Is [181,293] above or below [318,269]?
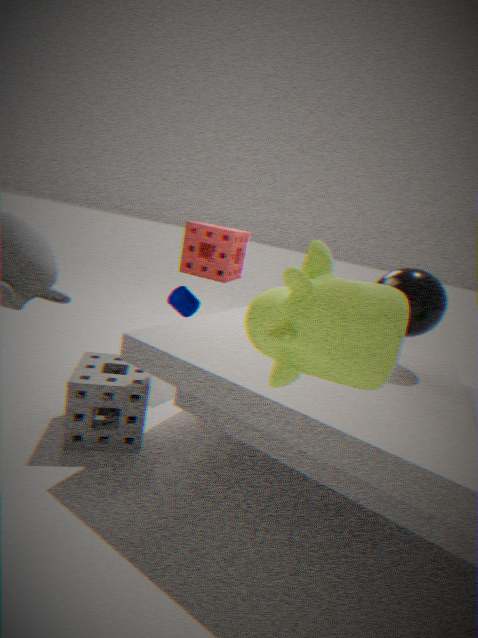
below
